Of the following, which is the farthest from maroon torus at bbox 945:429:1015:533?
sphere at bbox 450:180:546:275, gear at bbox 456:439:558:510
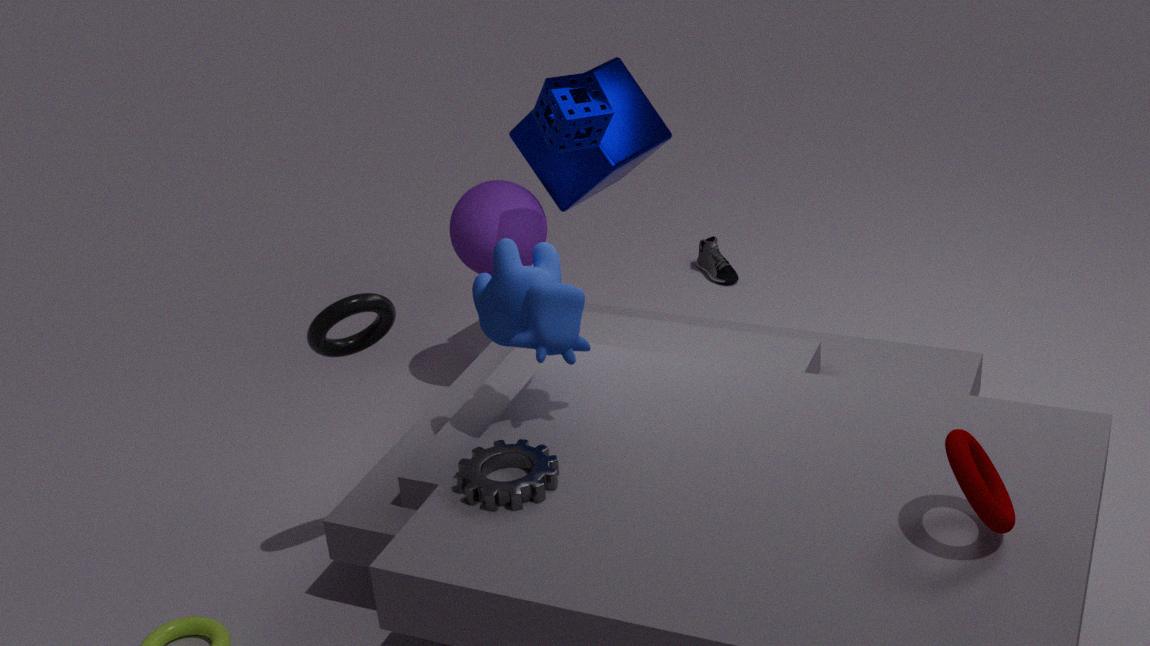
sphere at bbox 450:180:546:275
